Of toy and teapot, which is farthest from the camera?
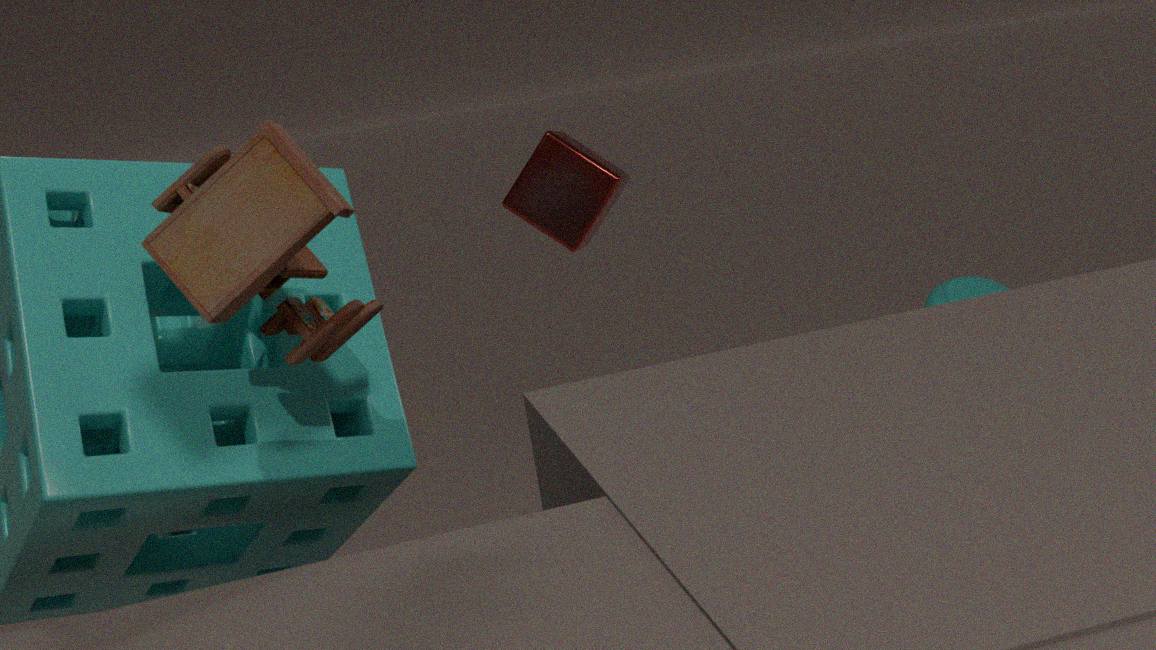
teapot
